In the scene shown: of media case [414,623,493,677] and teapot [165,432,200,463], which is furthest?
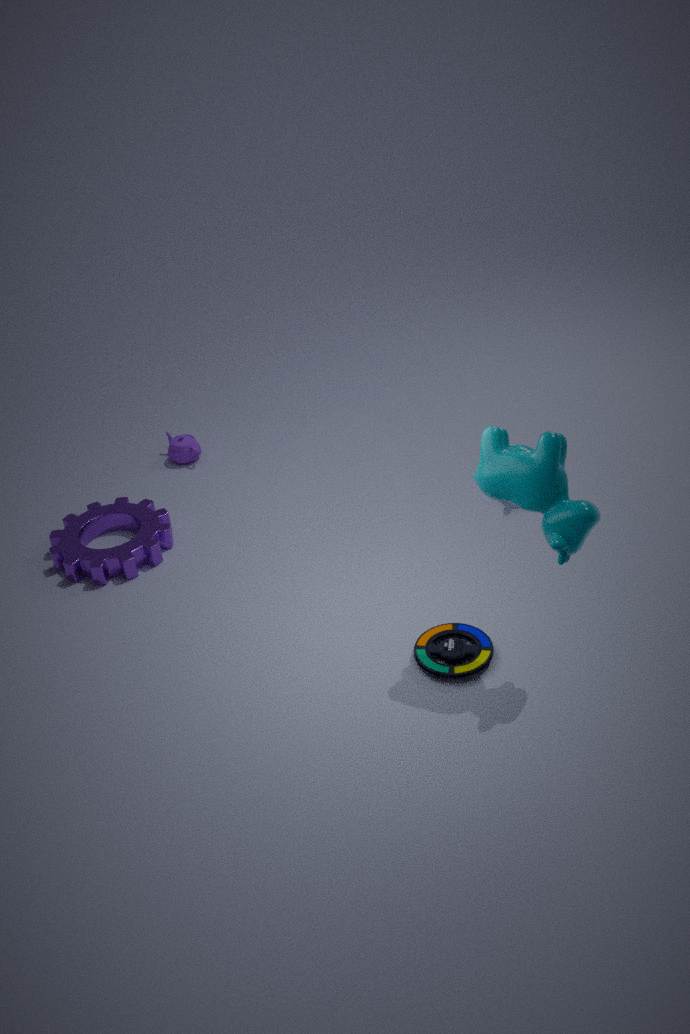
teapot [165,432,200,463]
